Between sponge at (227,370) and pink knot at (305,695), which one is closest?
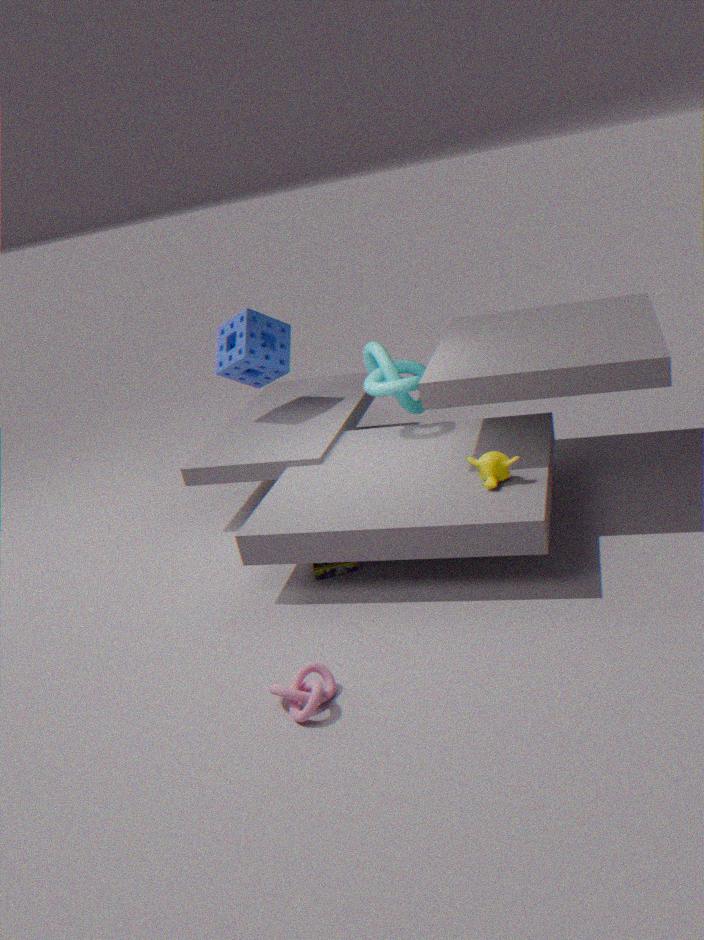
pink knot at (305,695)
